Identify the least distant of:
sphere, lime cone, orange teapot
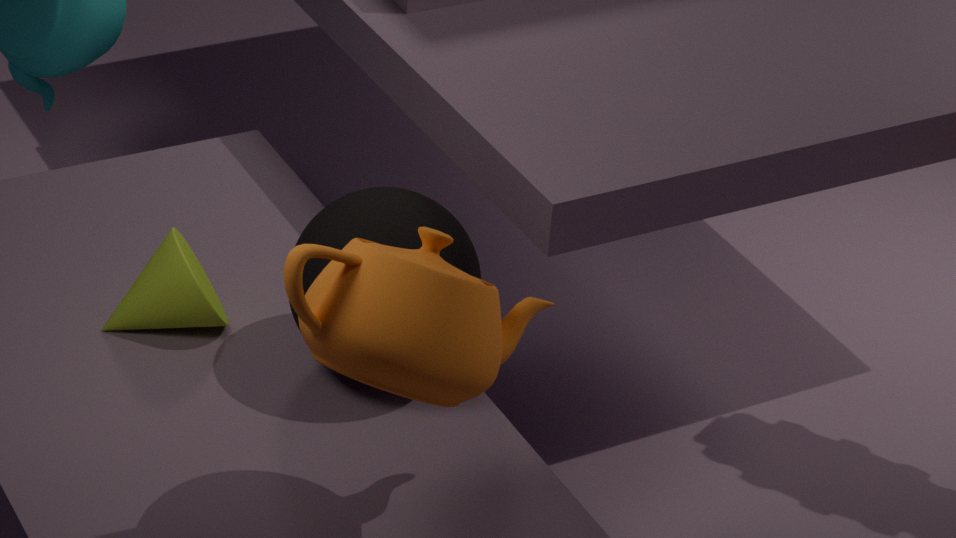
orange teapot
